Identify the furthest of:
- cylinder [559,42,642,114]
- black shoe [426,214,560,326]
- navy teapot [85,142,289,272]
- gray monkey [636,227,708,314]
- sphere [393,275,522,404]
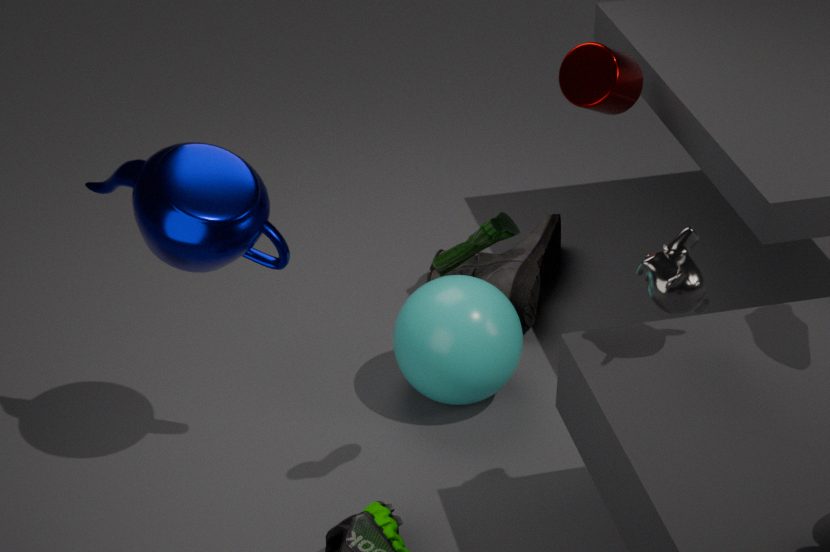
black shoe [426,214,560,326]
